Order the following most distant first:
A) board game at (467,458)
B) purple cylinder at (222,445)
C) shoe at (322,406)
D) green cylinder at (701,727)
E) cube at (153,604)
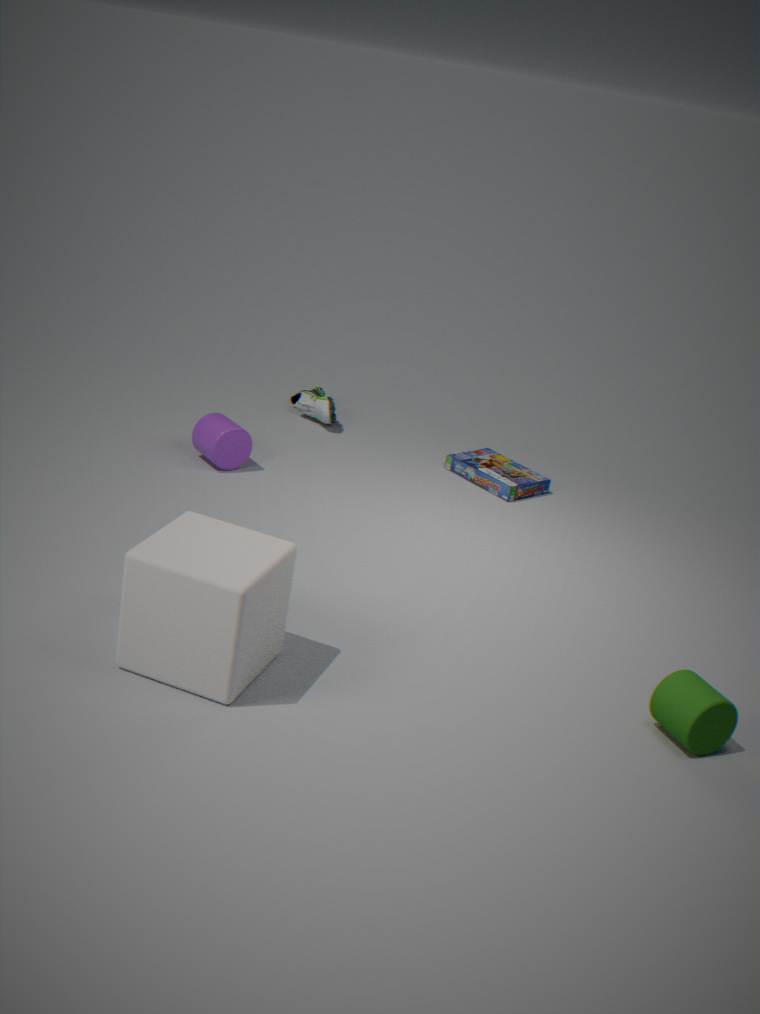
shoe at (322,406) → board game at (467,458) → purple cylinder at (222,445) → green cylinder at (701,727) → cube at (153,604)
